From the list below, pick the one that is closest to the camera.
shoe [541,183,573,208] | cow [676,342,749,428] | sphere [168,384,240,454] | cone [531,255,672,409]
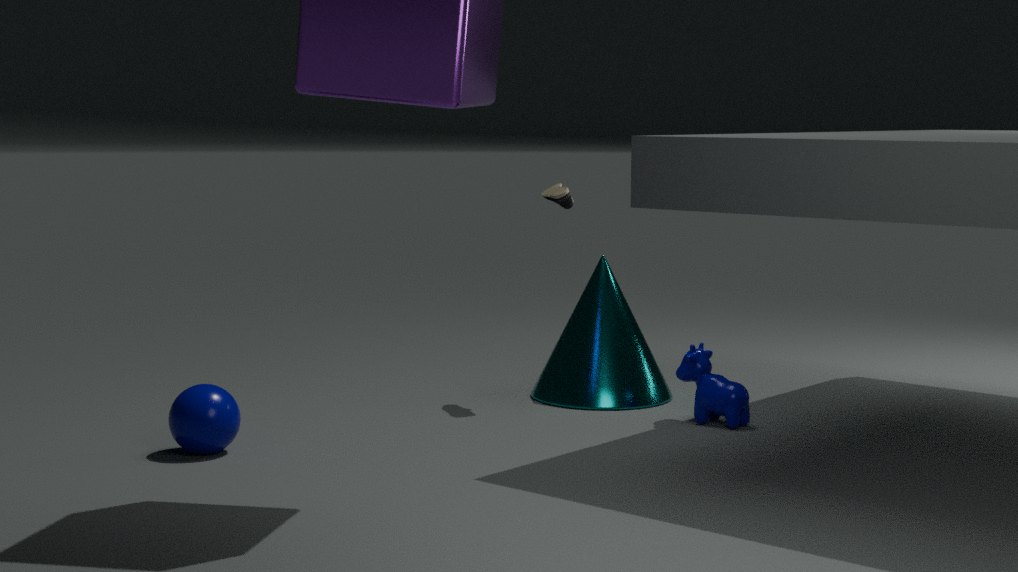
sphere [168,384,240,454]
